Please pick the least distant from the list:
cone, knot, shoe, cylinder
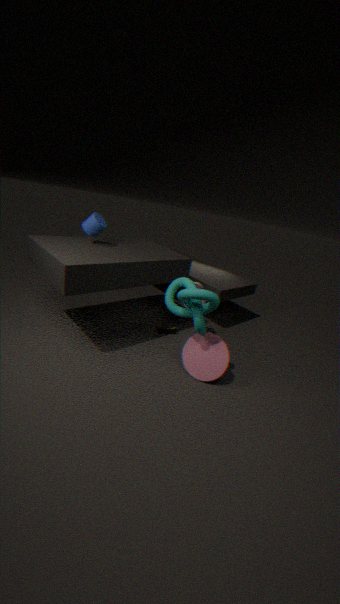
knot
